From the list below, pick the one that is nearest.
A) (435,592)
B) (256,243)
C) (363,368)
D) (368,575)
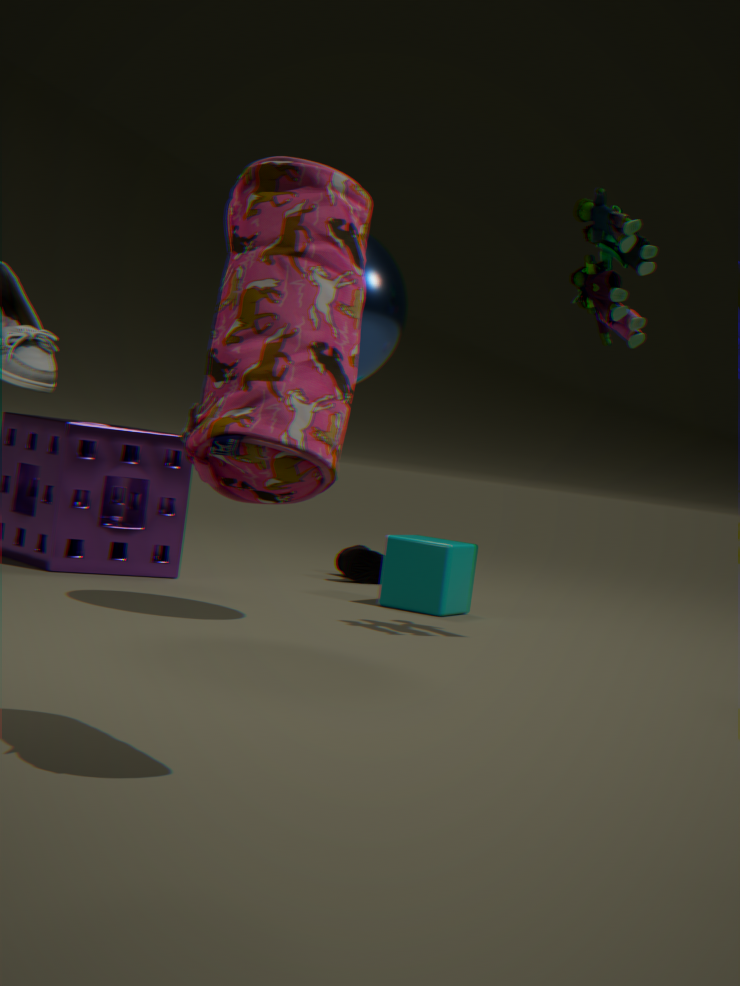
(256,243)
